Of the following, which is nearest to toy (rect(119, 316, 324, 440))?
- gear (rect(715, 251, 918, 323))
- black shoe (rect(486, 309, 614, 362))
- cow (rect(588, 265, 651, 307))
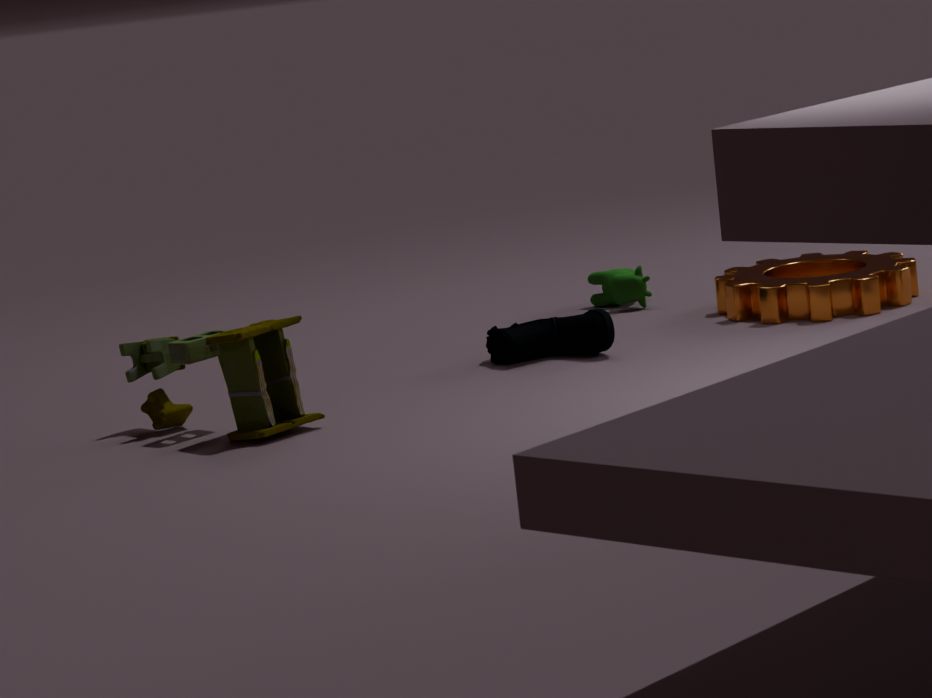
black shoe (rect(486, 309, 614, 362))
